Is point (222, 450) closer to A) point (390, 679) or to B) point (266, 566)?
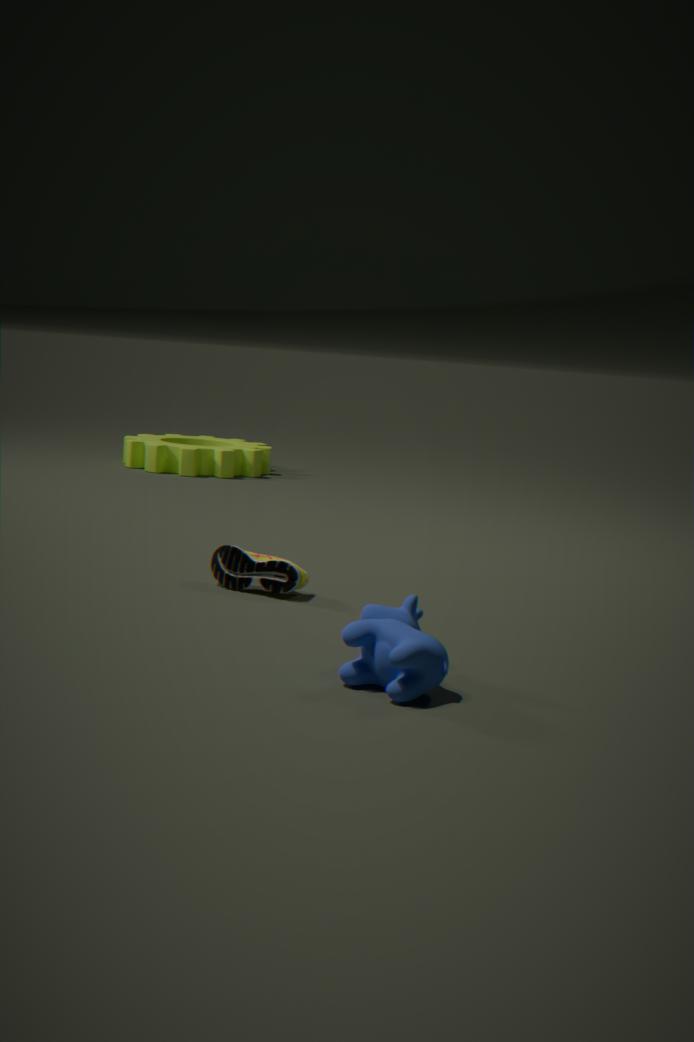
B) point (266, 566)
